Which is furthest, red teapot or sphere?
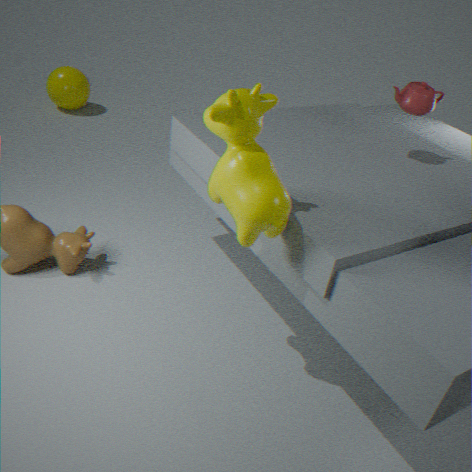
sphere
